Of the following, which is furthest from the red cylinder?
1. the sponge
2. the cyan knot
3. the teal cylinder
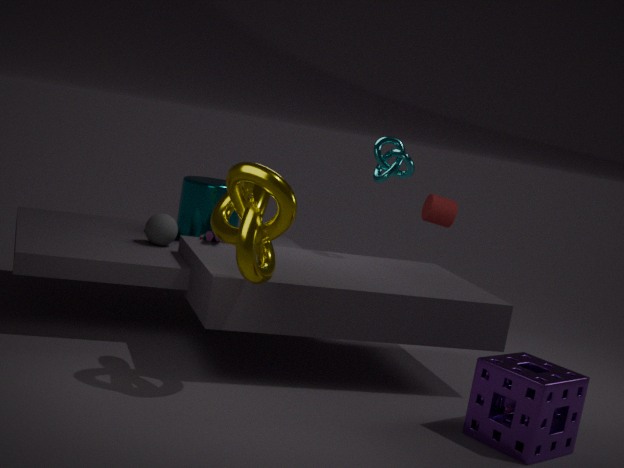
the sponge
